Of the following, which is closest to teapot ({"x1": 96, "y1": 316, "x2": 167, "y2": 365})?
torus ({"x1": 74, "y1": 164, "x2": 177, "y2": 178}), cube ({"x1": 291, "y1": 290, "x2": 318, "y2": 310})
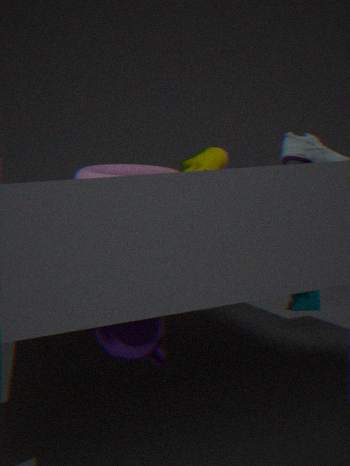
torus ({"x1": 74, "y1": 164, "x2": 177, "y2": 178})
